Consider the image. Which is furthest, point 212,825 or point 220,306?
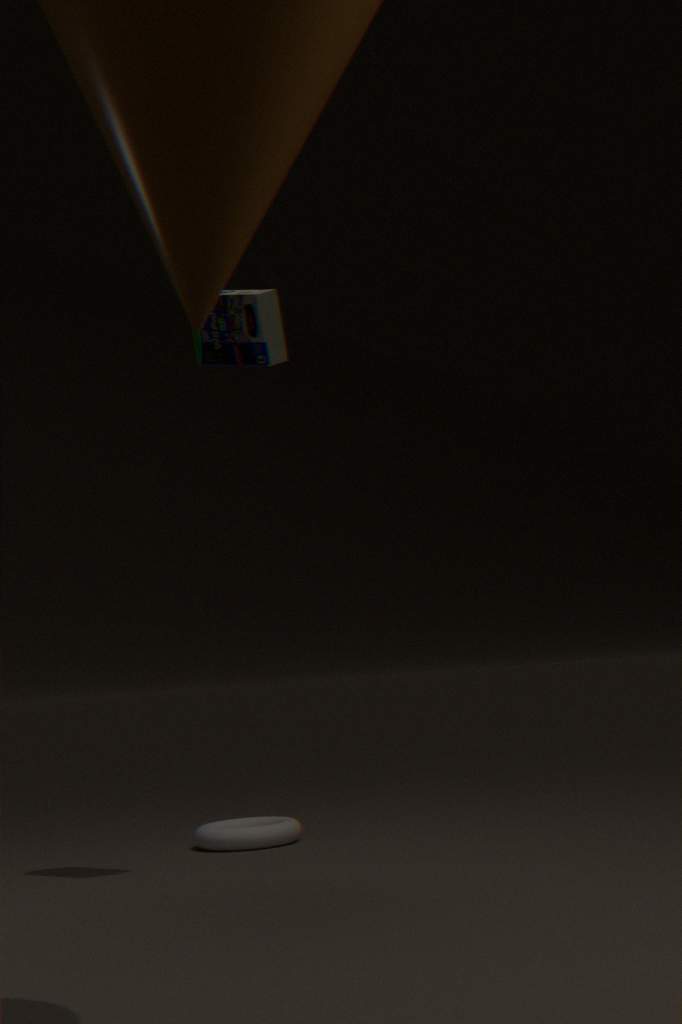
point 212,825
